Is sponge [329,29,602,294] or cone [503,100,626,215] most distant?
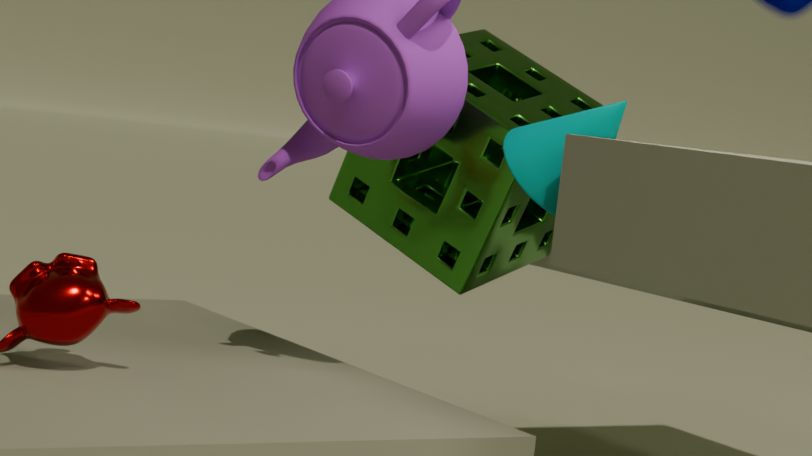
sponge [329,29,602,294]
